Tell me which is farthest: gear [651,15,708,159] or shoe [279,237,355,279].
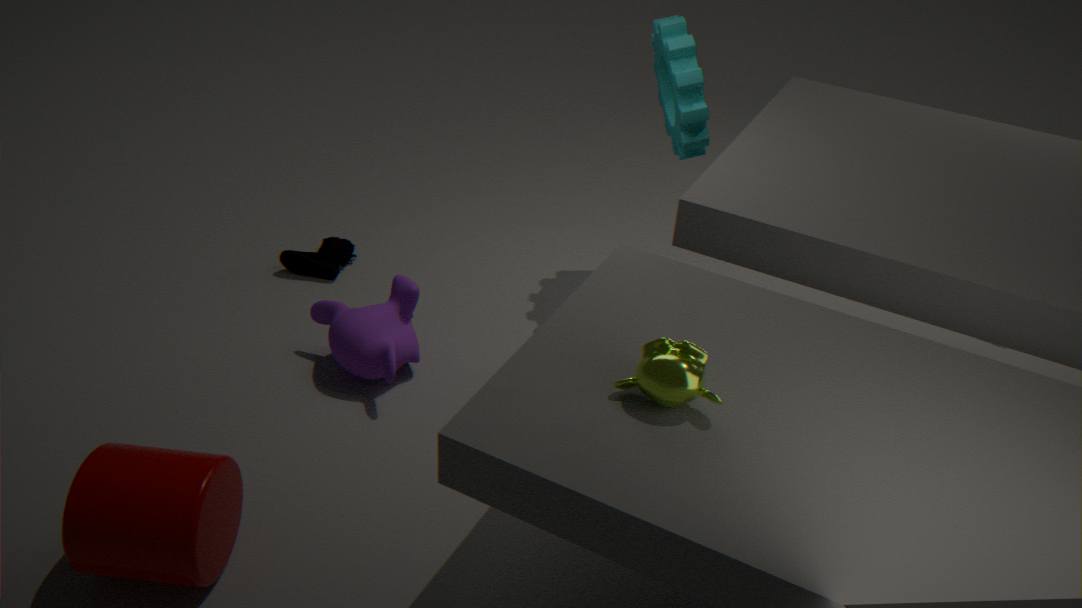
shoe [279,237,355,279]
